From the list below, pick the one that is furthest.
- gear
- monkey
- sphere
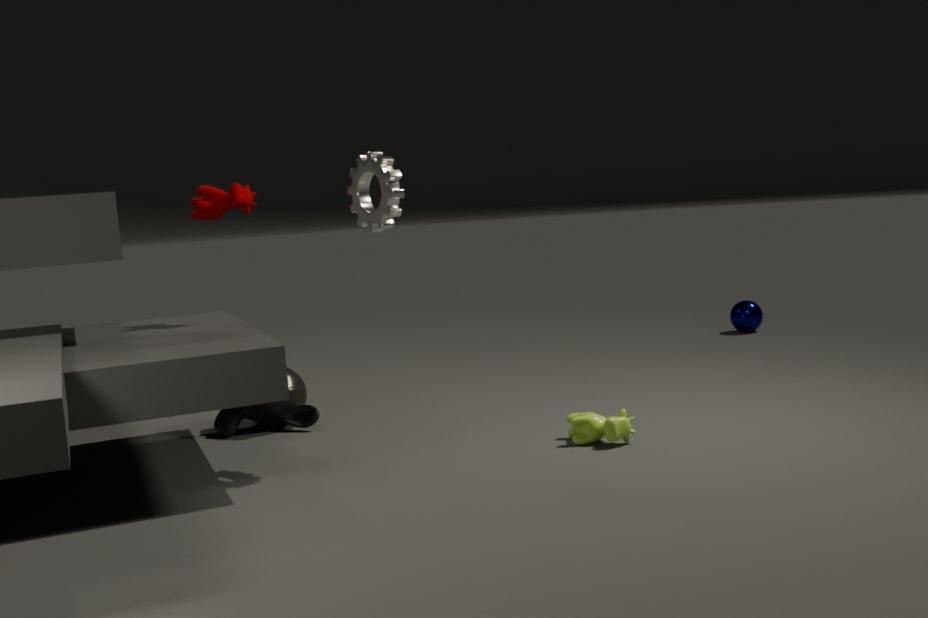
sphere
